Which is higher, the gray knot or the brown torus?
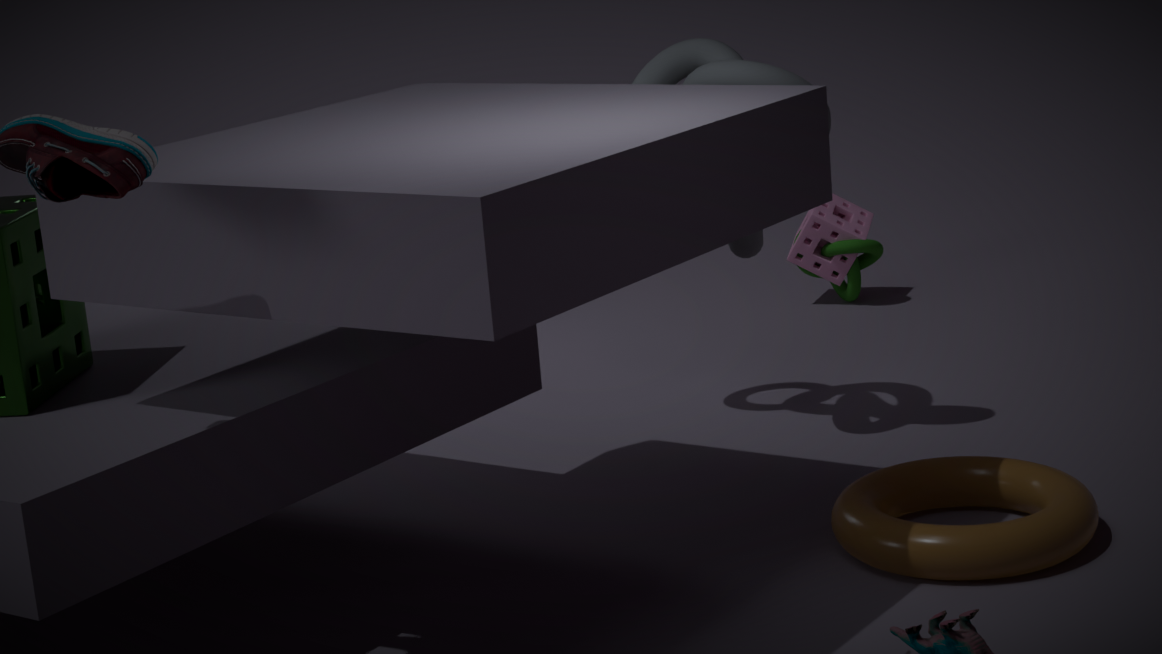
the gray knot
